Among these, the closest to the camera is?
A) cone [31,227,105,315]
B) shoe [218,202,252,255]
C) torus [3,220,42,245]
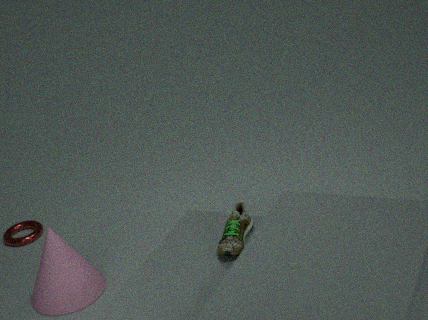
shoe [218,202,252,255]
